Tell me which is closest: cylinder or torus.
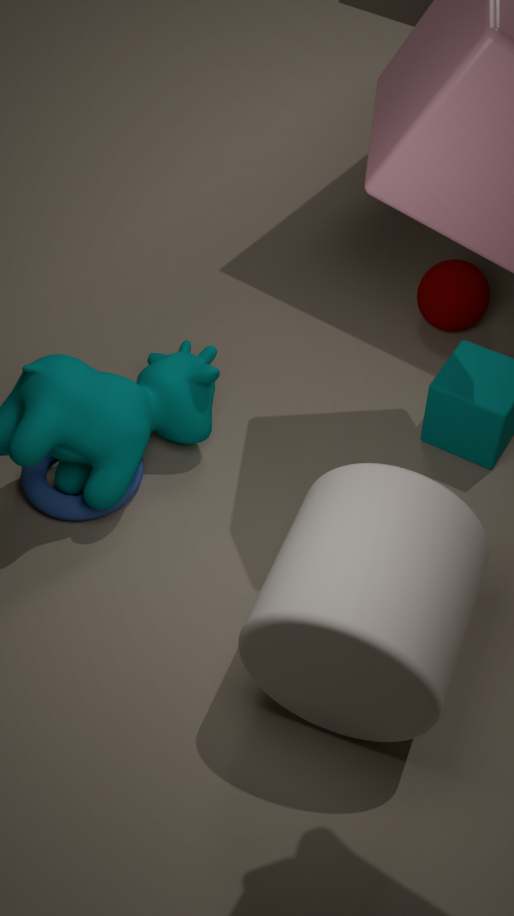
cylinder
